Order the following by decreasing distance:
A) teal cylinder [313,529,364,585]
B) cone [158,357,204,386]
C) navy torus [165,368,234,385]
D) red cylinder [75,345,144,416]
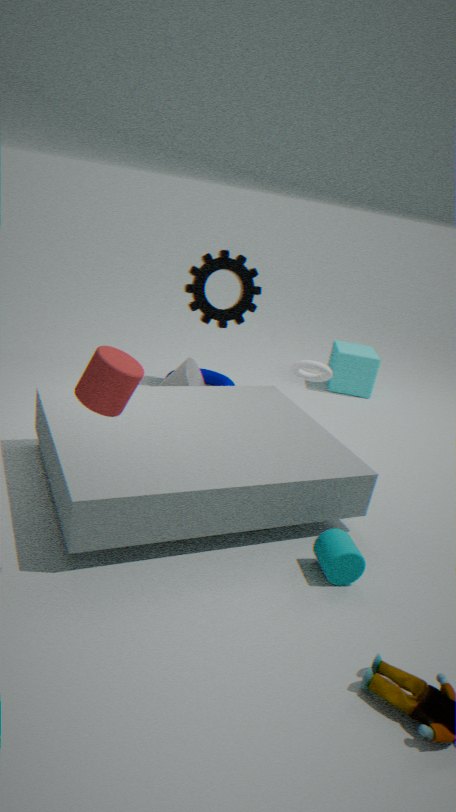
navy torus [165,368,234,385], cone [158,357,204,386], teal cylinder [313,529,364,585], red cylinder [75,345,144,416]
